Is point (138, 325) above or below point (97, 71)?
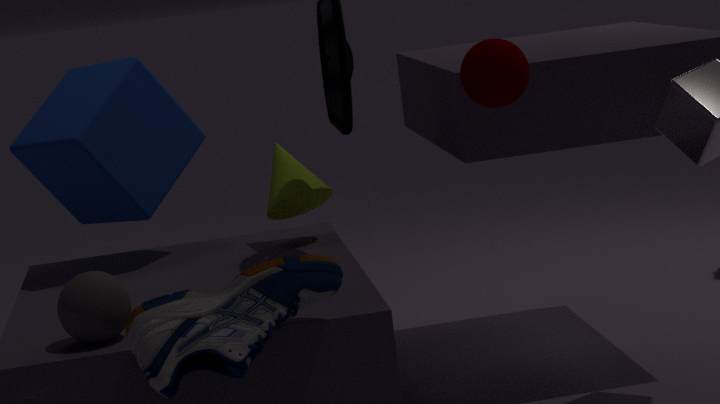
below
